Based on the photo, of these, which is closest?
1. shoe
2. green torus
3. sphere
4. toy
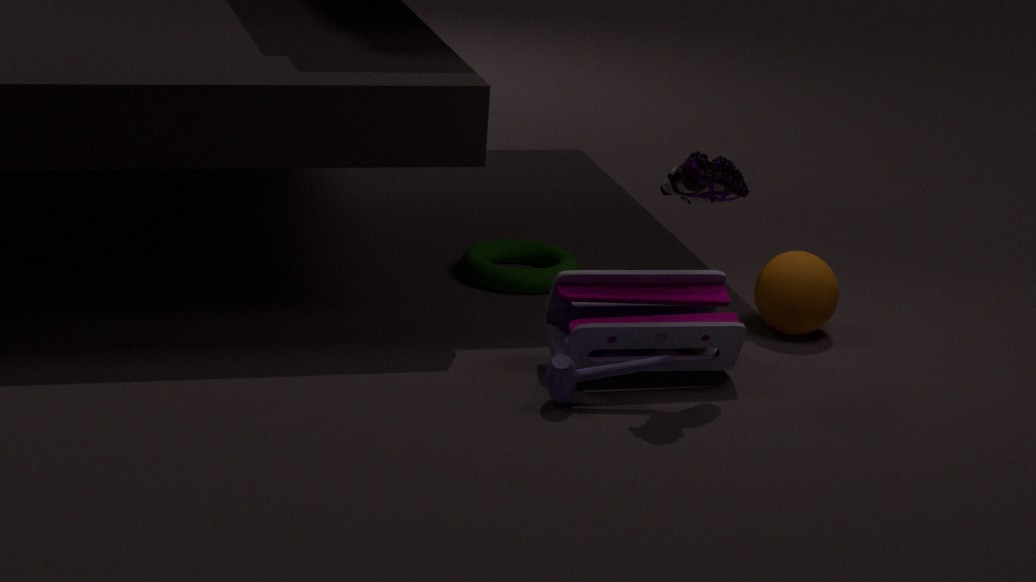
shoe
